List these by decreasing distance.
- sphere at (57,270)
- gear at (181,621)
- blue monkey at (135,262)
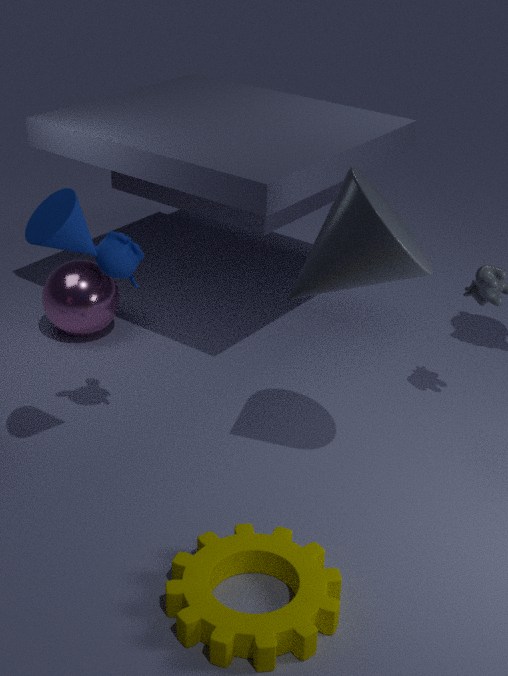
sphere at (57,270) < blue monkey at (135,262) < gear at (181,621)
